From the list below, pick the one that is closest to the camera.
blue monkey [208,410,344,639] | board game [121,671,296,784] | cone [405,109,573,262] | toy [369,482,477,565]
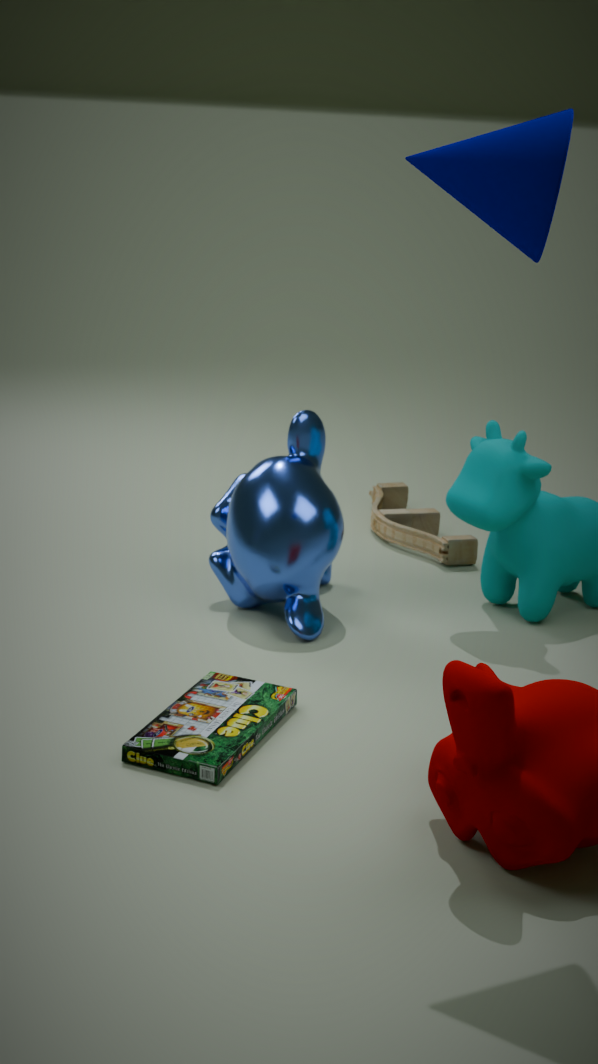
cone [405,109,573,262]
